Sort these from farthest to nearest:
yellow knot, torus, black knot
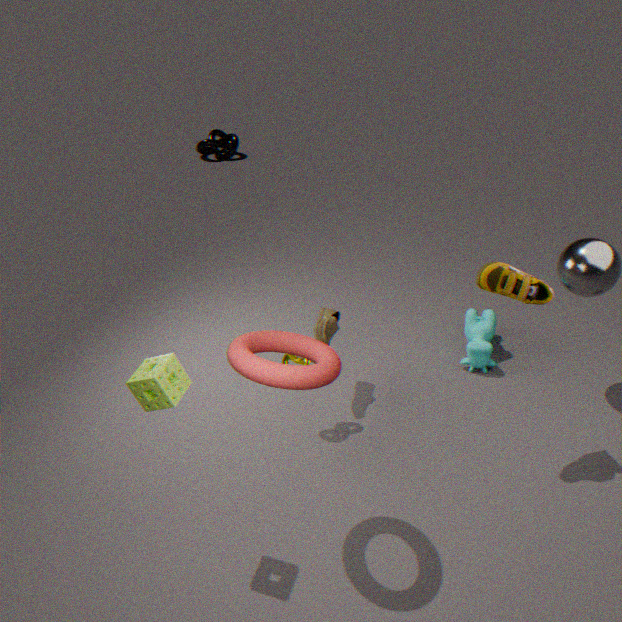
black knot
yellow knot
torus
